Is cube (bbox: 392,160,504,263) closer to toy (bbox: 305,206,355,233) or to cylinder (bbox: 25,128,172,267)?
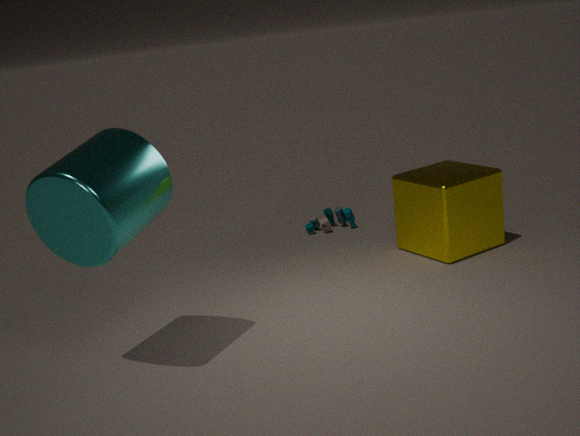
toy (bbox: 305,206,355,233)
